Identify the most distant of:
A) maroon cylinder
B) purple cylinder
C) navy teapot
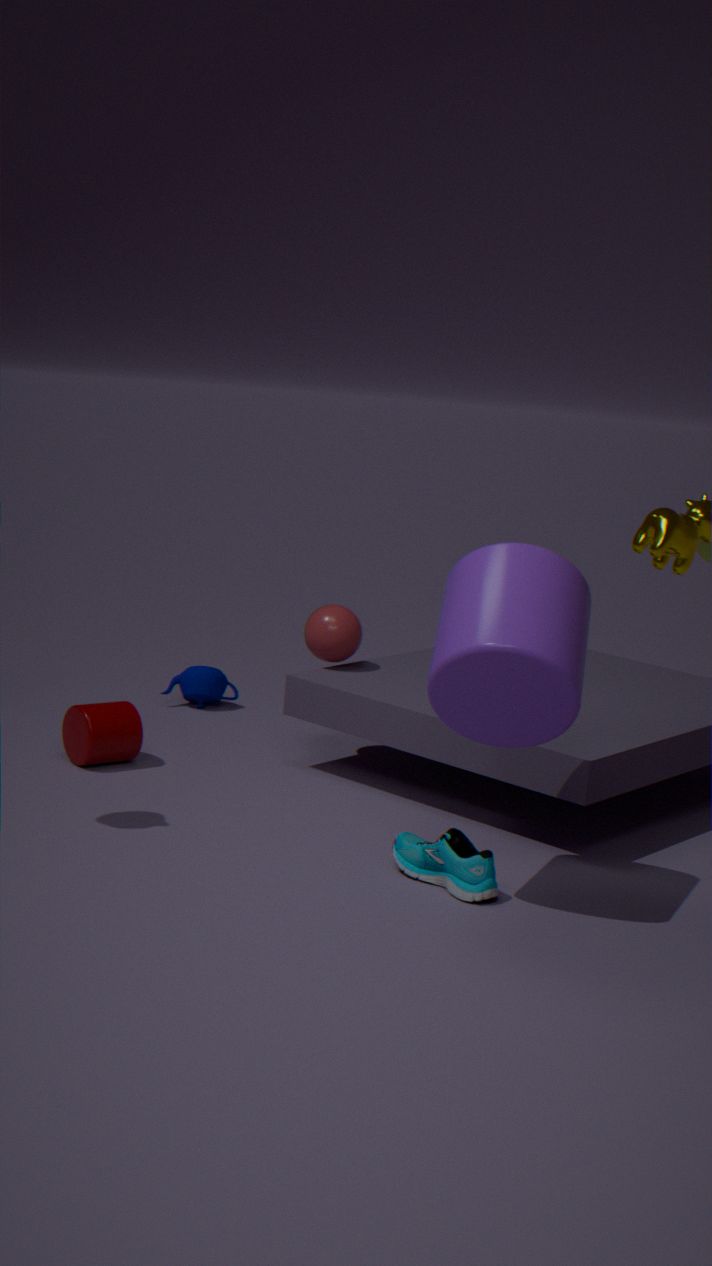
navy teapot
